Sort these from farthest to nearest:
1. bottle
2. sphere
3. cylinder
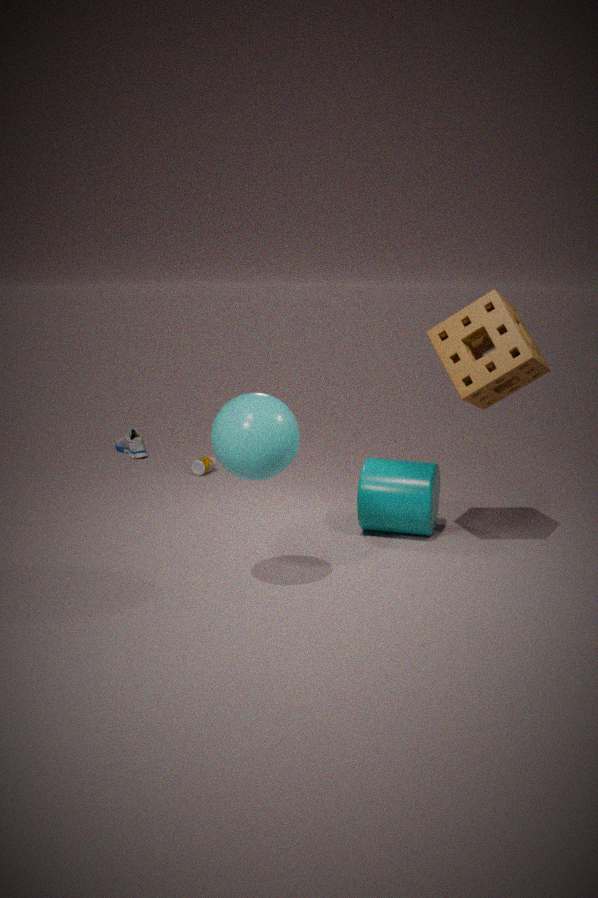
bottle
cylinder
sphere
